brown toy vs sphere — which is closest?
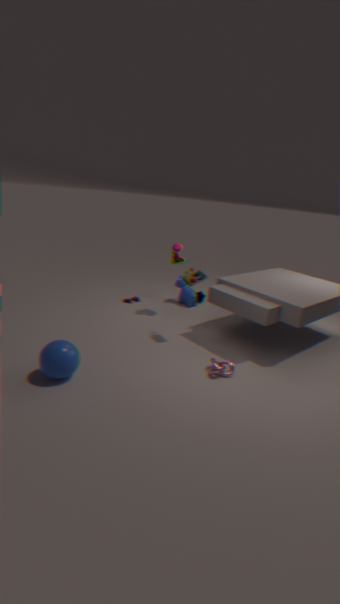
sphere
